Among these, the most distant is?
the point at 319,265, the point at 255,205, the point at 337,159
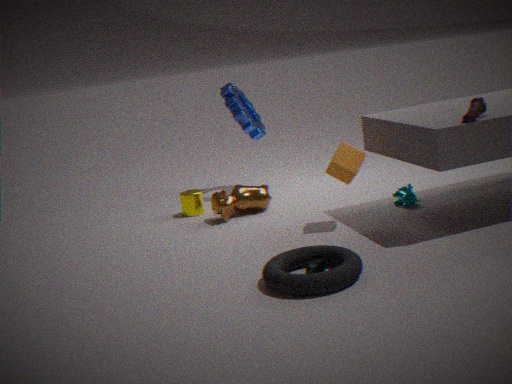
the point at 255,205
